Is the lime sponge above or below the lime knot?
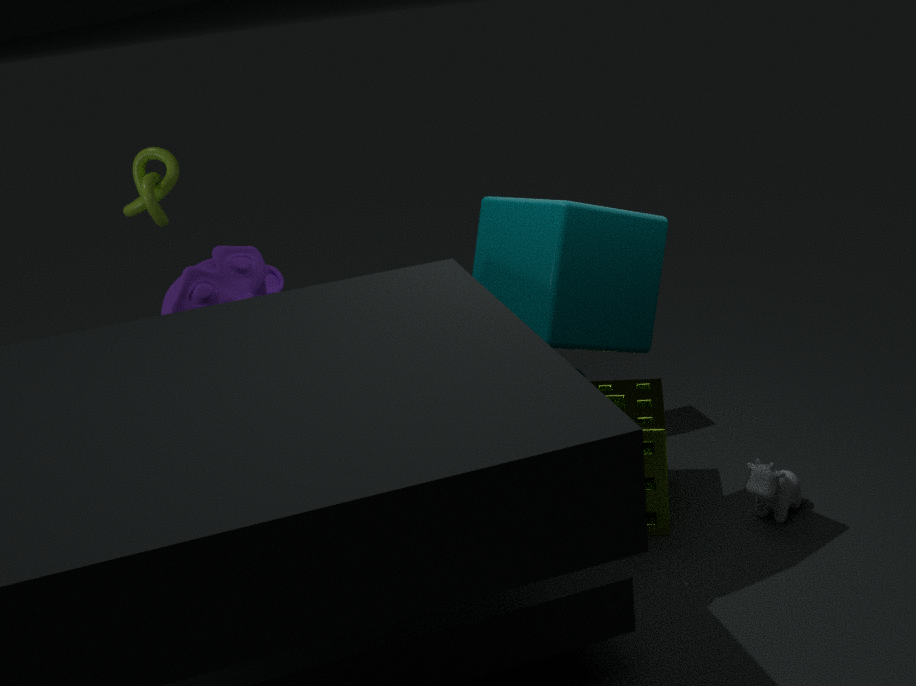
below
